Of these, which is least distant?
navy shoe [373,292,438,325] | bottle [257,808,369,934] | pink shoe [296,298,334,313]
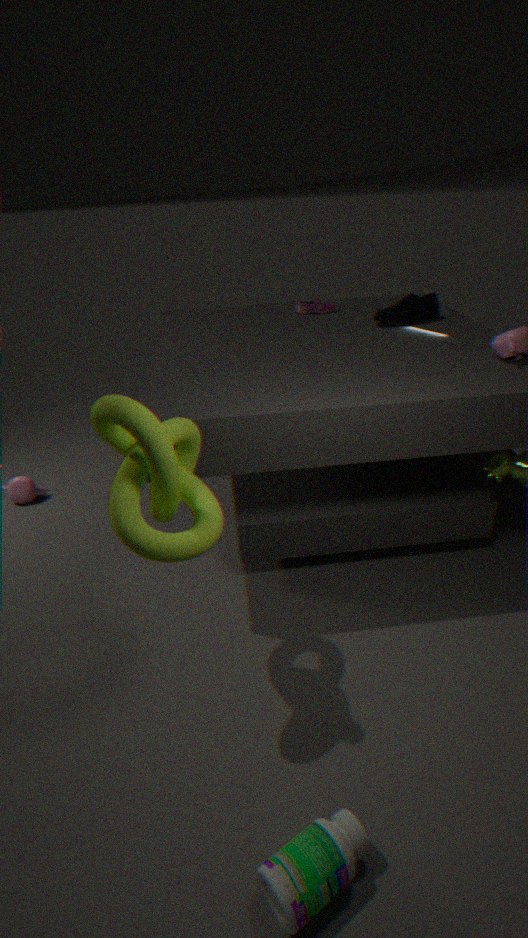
bottle [257,808,369,934]
